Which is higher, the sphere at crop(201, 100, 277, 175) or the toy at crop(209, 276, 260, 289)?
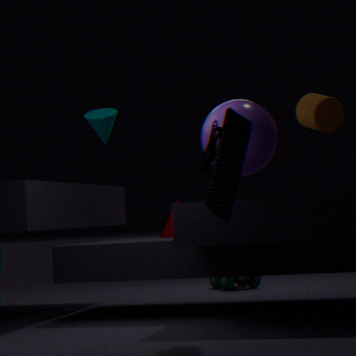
the sphere at crop(201, 100, 277, 175)
